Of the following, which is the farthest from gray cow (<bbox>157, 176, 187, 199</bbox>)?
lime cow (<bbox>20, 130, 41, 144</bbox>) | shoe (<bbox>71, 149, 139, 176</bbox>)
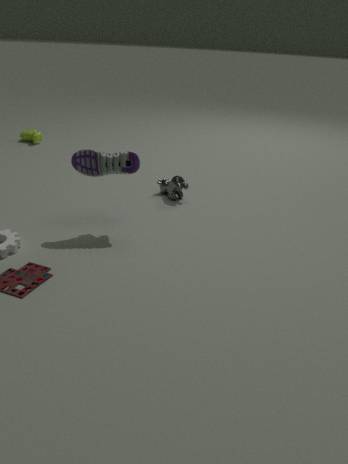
lime cow (<bbox>20, 130, 41, 144</bbox>)
